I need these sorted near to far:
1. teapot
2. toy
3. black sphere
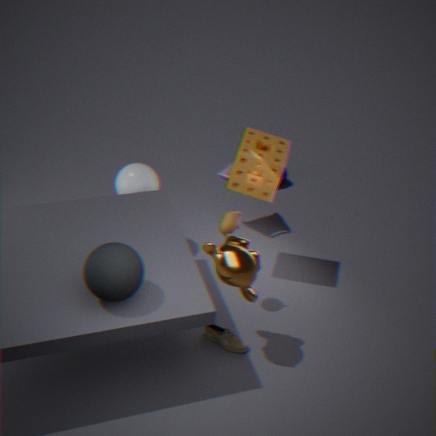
black sphere
teapot
toy
